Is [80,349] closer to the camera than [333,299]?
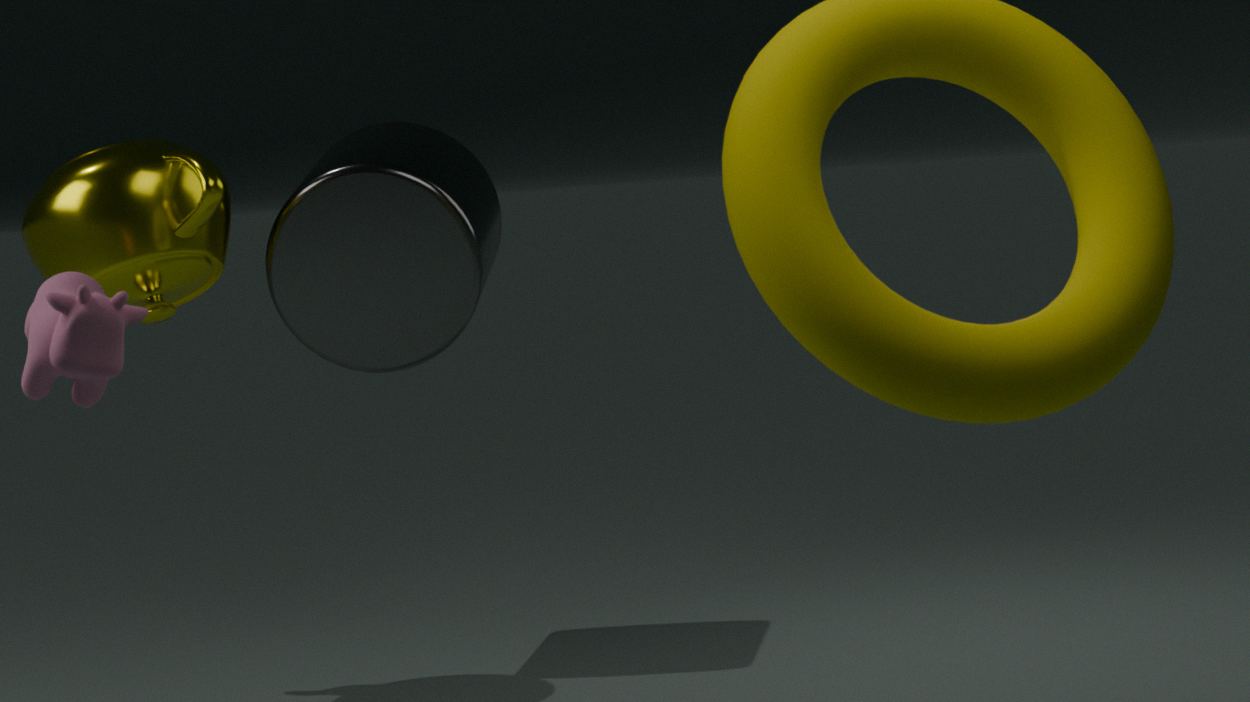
Yes
